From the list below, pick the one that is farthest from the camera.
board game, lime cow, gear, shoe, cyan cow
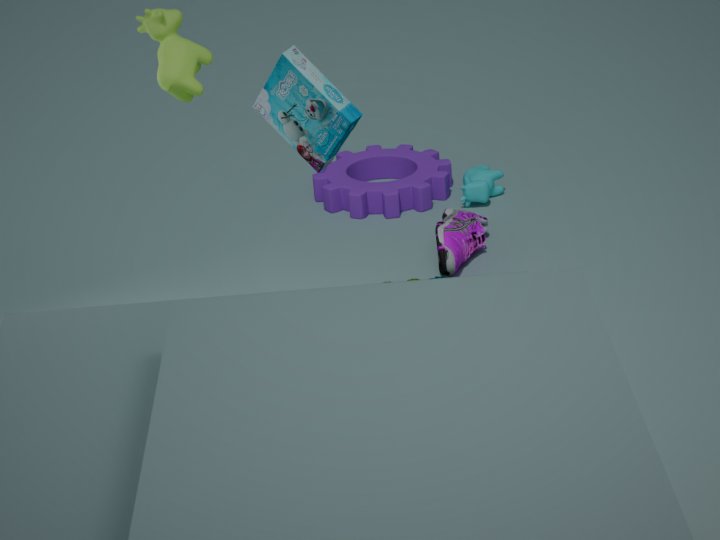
gear
